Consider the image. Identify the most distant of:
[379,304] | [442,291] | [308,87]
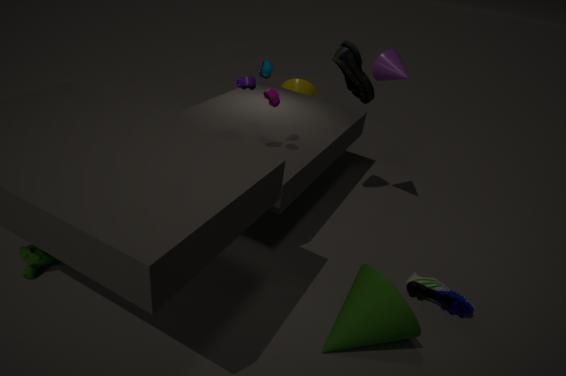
[308,87]
